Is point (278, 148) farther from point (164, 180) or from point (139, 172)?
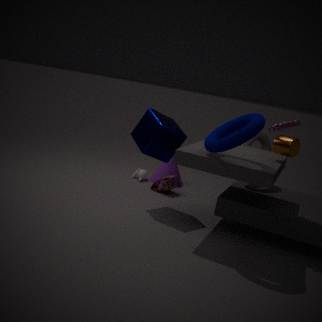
point (139, 172)
